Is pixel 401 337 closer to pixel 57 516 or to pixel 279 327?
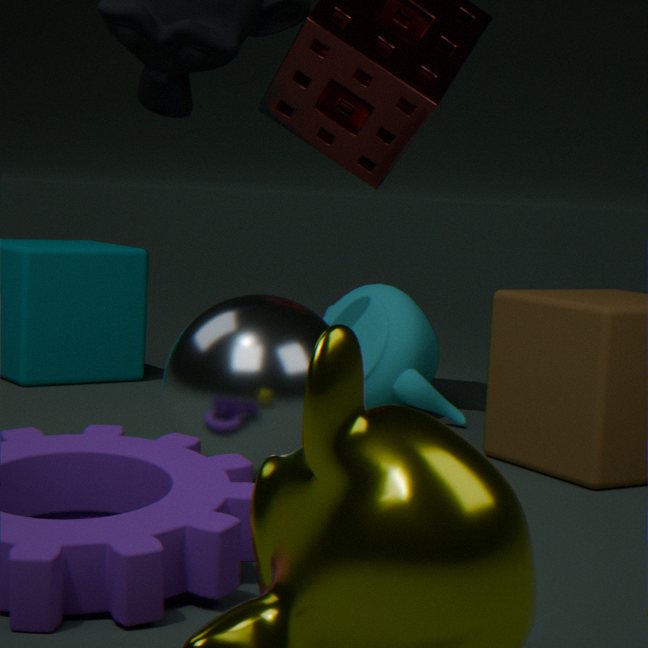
pixel 279 327
